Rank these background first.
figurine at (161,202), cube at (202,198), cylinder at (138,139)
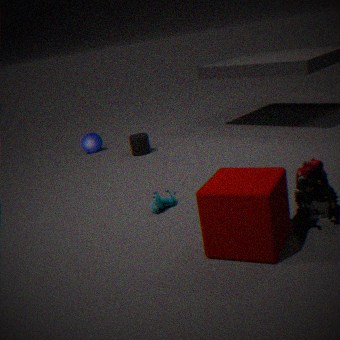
cylinder at (138,139) → figurine at (161,202) → cube at (202,198)
